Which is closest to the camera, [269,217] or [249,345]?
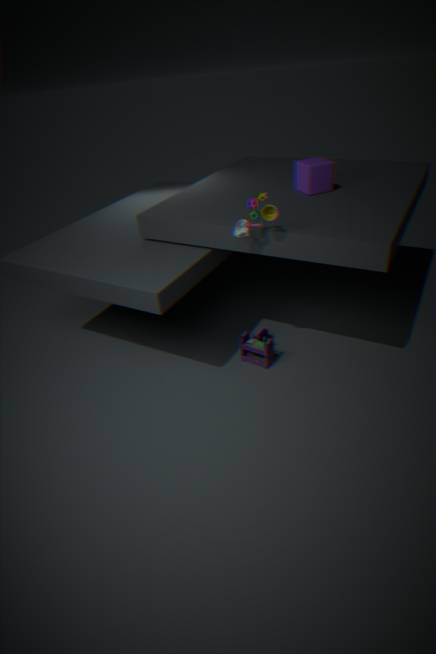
[269,217]
